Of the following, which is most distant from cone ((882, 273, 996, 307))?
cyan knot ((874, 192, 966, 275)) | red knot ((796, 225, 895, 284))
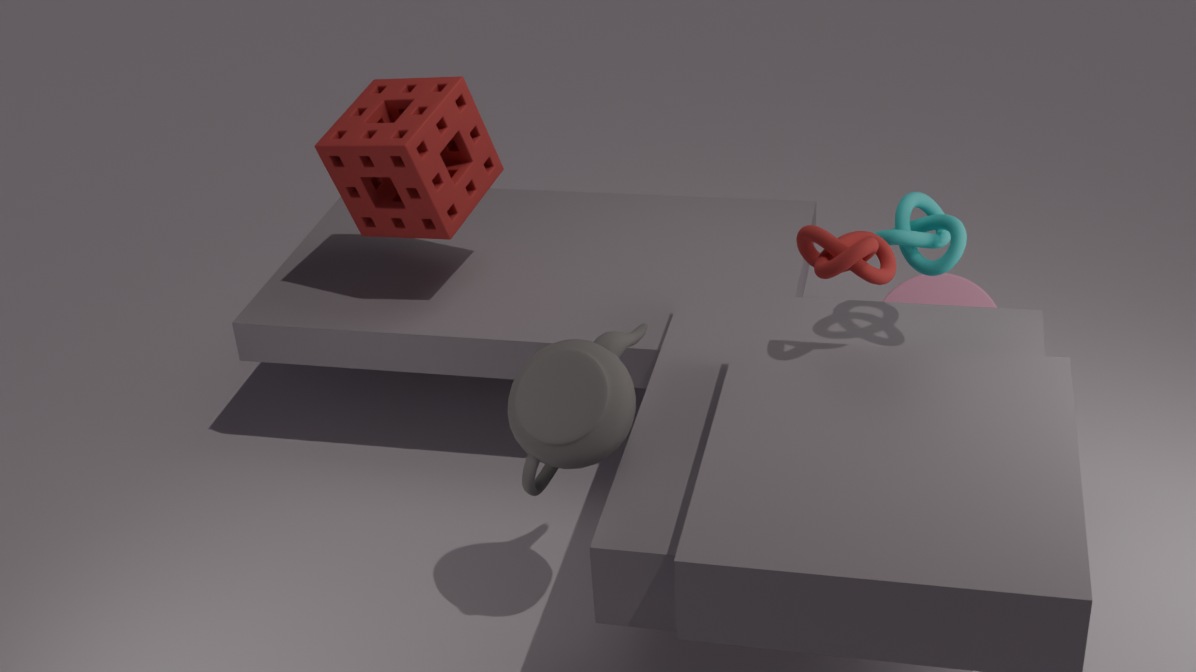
red knot ((796, 225, 895, 284))
